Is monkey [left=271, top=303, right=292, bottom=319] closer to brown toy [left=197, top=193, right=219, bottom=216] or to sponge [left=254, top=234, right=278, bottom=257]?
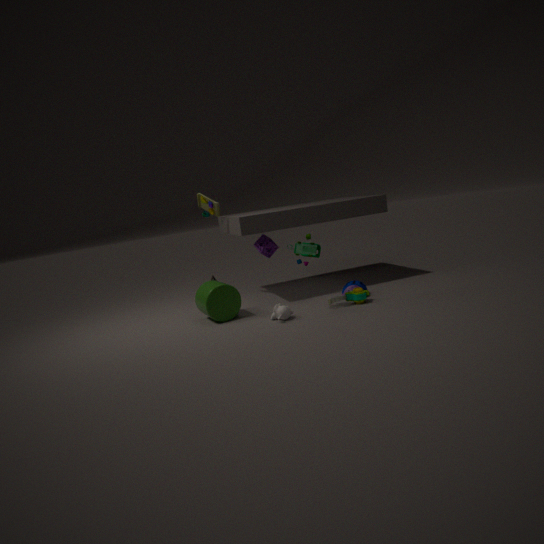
sponge [left=254, top=234, right=278, bottom=257]
